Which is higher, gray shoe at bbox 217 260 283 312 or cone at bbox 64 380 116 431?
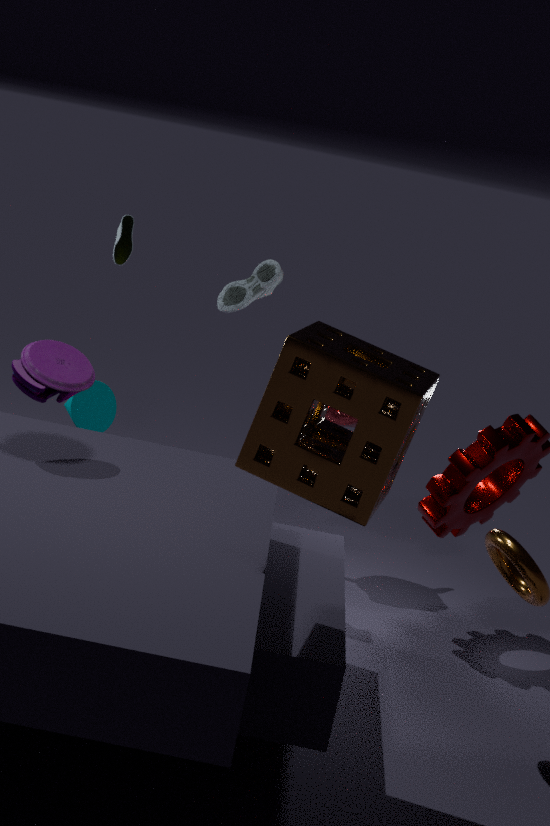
gray shoe at bbox 217 260 283 312
